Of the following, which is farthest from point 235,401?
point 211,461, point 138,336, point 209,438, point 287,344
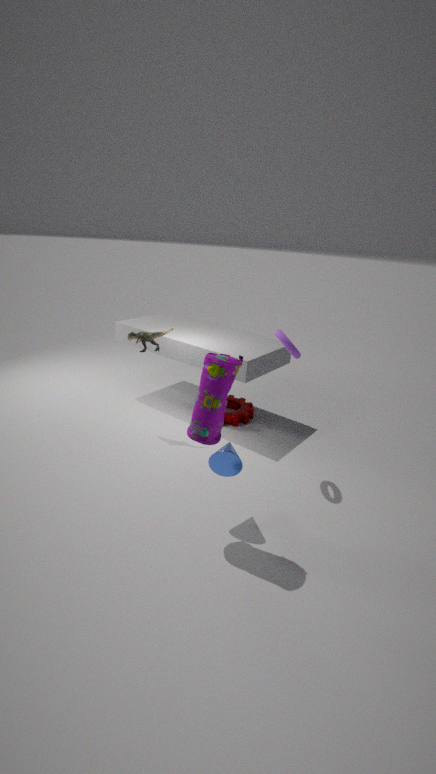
point 209,438
